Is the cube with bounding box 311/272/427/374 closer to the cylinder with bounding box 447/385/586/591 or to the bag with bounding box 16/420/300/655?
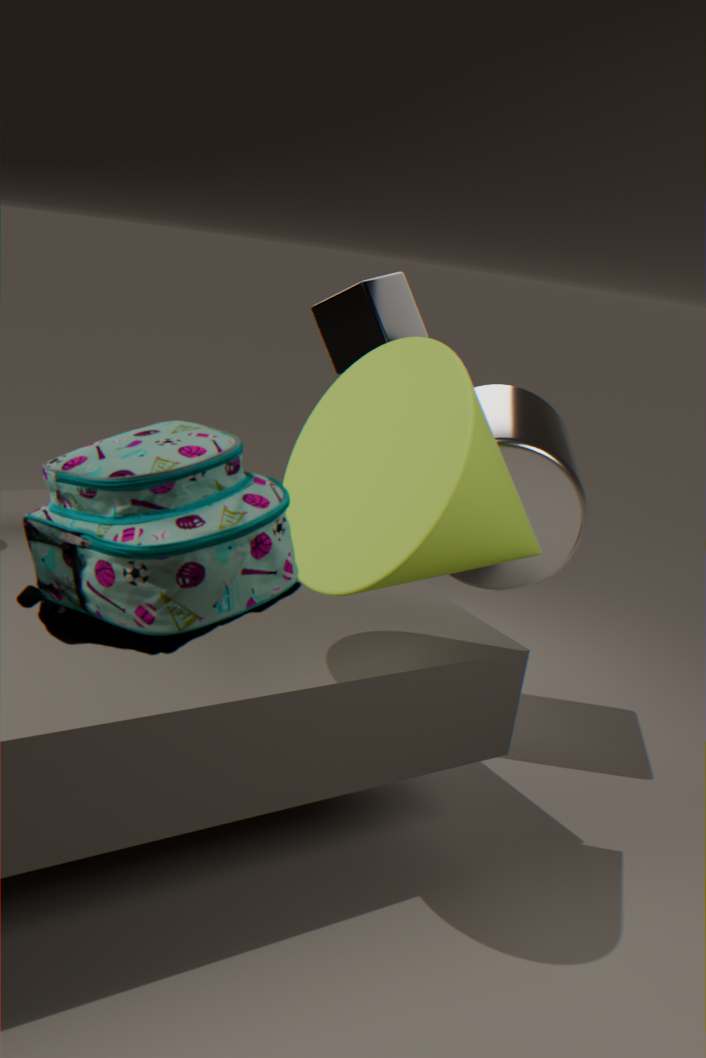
the cylinder with bounding box 447/385/586/591
